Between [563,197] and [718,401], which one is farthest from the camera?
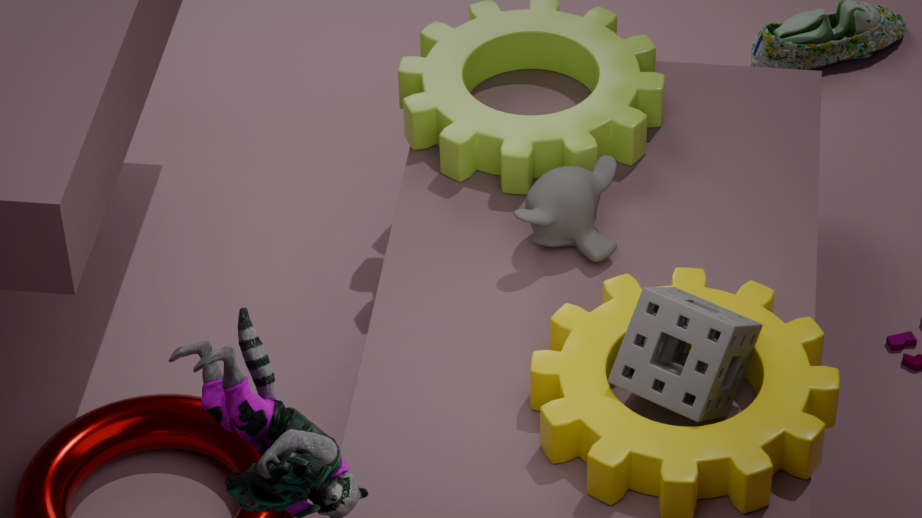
[563,197]
